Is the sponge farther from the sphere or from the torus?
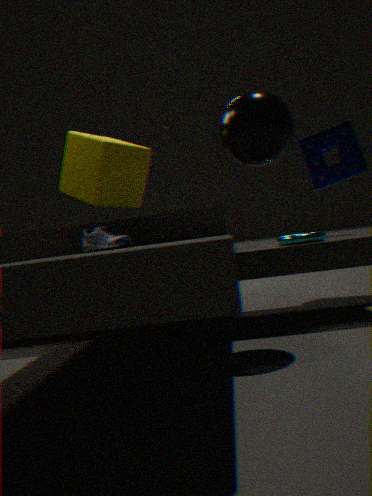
the sphere
